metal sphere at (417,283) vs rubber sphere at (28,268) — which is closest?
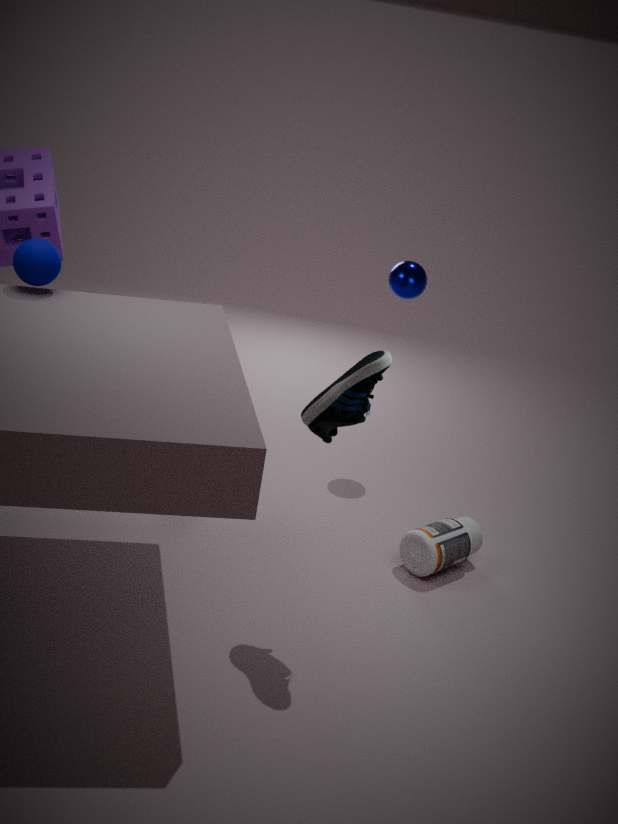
rubber sphere at (28,268)
